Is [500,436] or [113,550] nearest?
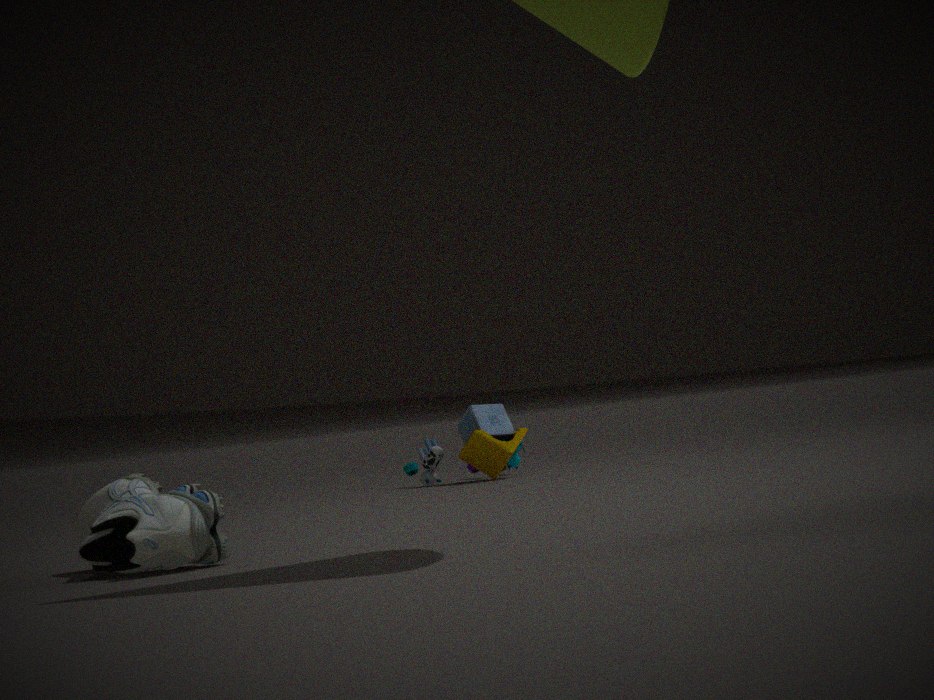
[113,550]
